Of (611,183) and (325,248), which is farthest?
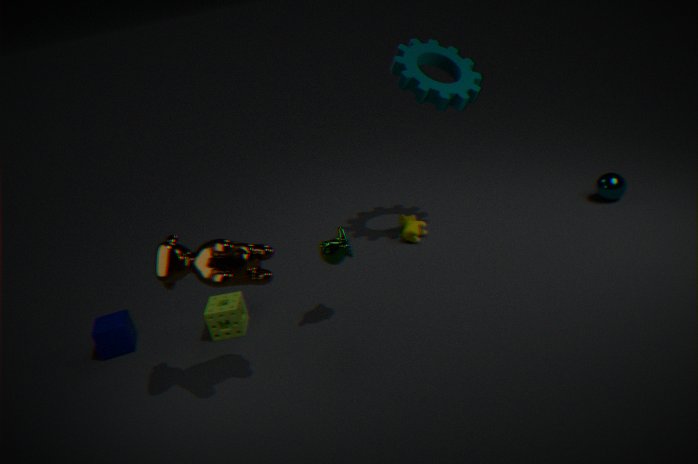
(611,183)
